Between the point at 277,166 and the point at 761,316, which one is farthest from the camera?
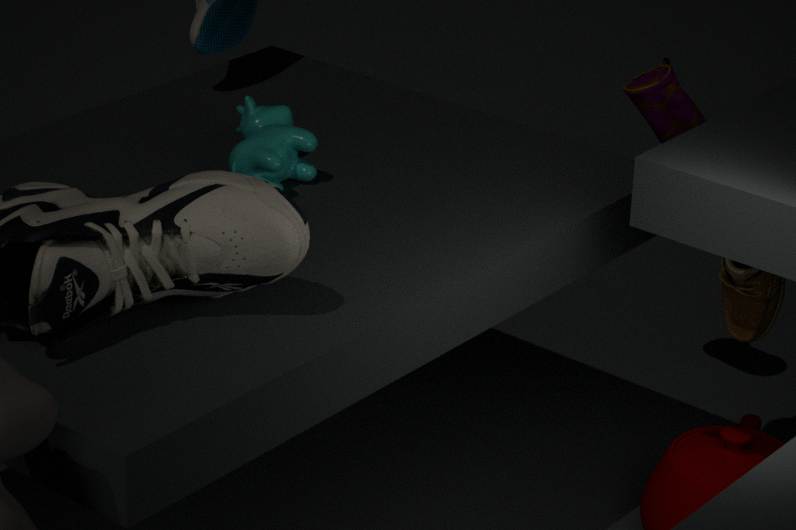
the point at 761,316
